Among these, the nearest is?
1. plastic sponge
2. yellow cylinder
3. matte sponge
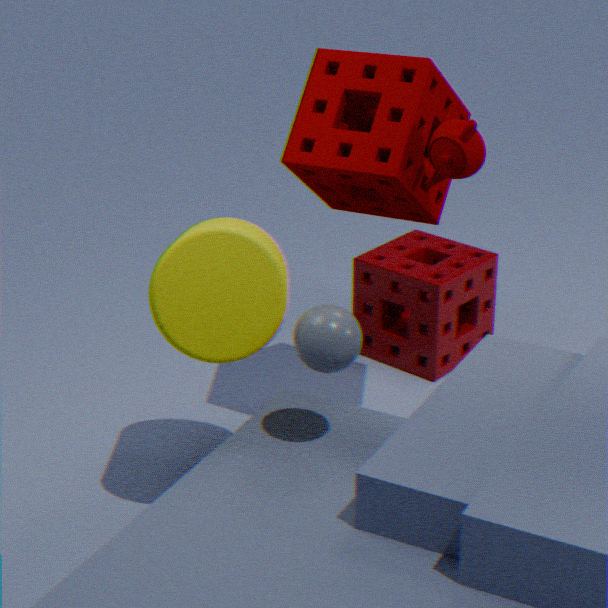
yellow cylinder
